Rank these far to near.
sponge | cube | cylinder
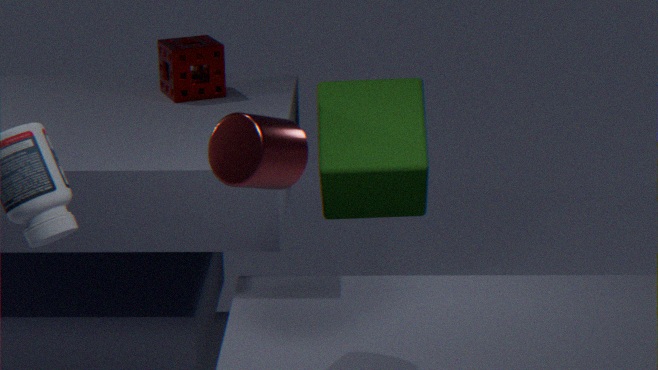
sponge < cube < cylinder
